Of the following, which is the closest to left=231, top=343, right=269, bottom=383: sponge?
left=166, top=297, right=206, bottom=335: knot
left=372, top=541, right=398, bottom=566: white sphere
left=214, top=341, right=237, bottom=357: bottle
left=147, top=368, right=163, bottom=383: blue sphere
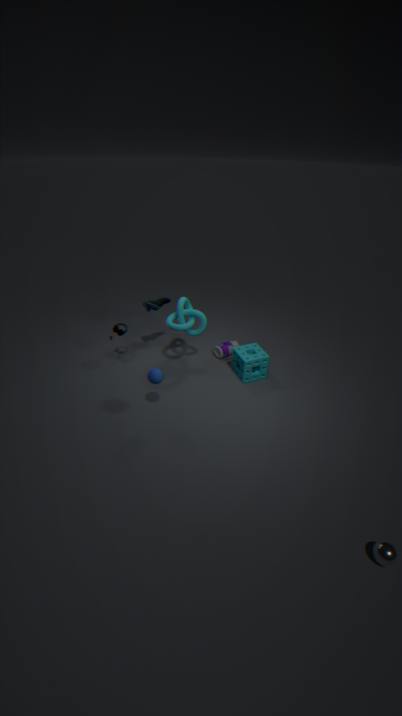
left=214, top=341, right=237, bottom=357: bottle
